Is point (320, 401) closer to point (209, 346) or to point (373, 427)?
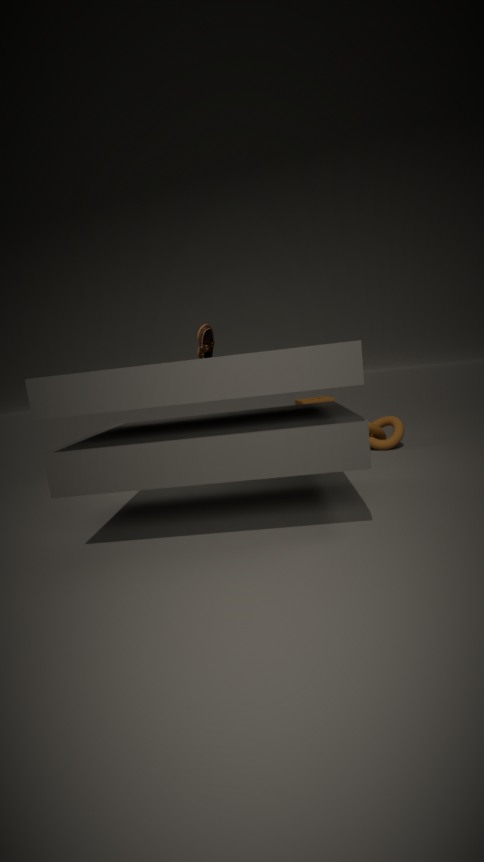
point (373, 427)
